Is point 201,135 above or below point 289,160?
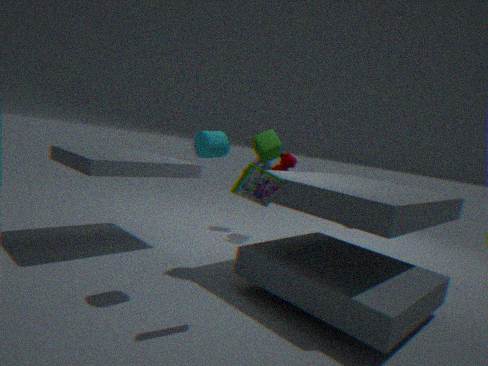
above
